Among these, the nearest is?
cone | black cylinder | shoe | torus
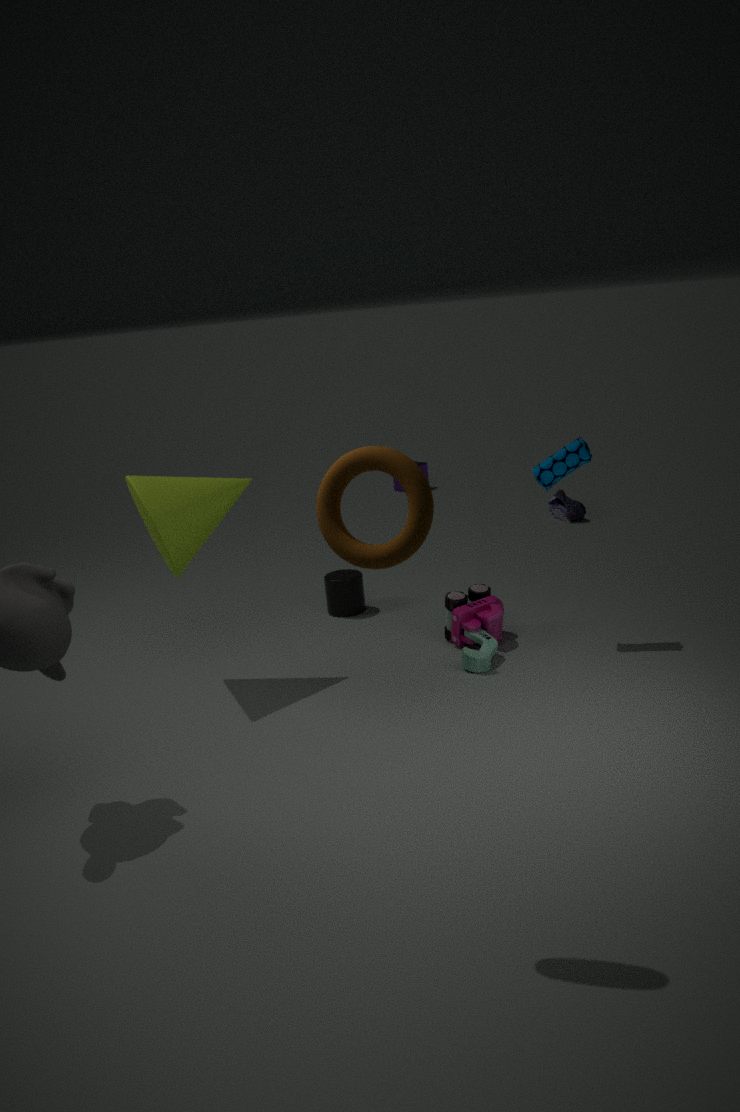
torus
